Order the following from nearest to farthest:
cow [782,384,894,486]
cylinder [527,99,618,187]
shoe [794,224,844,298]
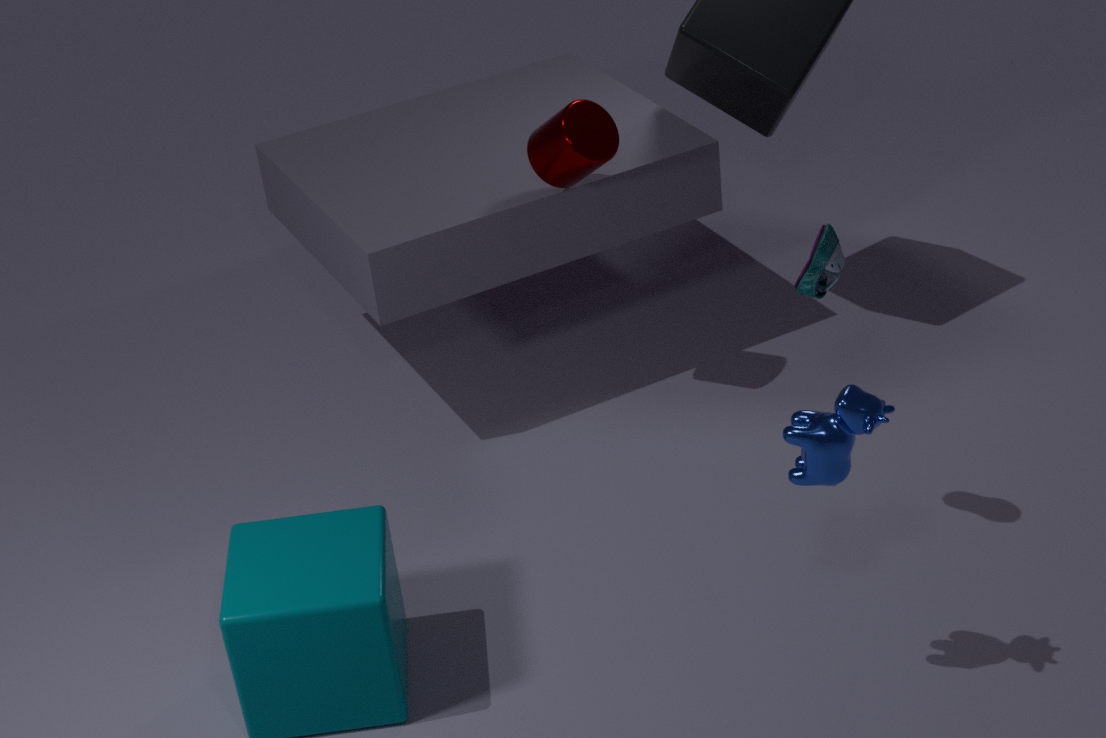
1. cow [782,384,894,486]
2. shoe [794,224,844,298]
3. cylinder [527,99,618,187]
